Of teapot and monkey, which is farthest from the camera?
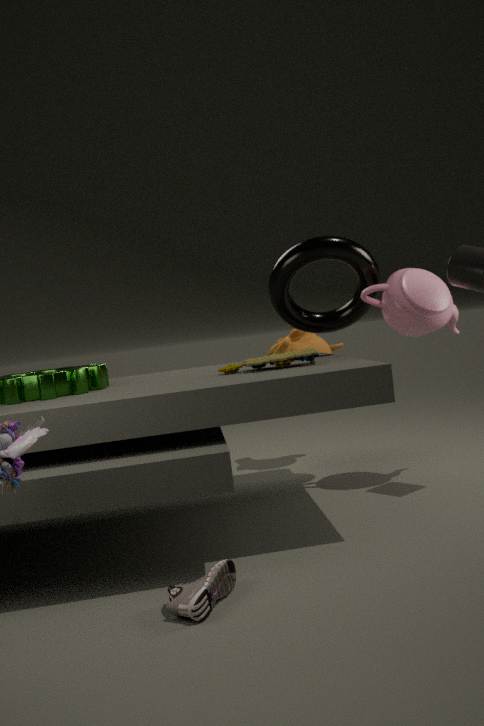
monkey
